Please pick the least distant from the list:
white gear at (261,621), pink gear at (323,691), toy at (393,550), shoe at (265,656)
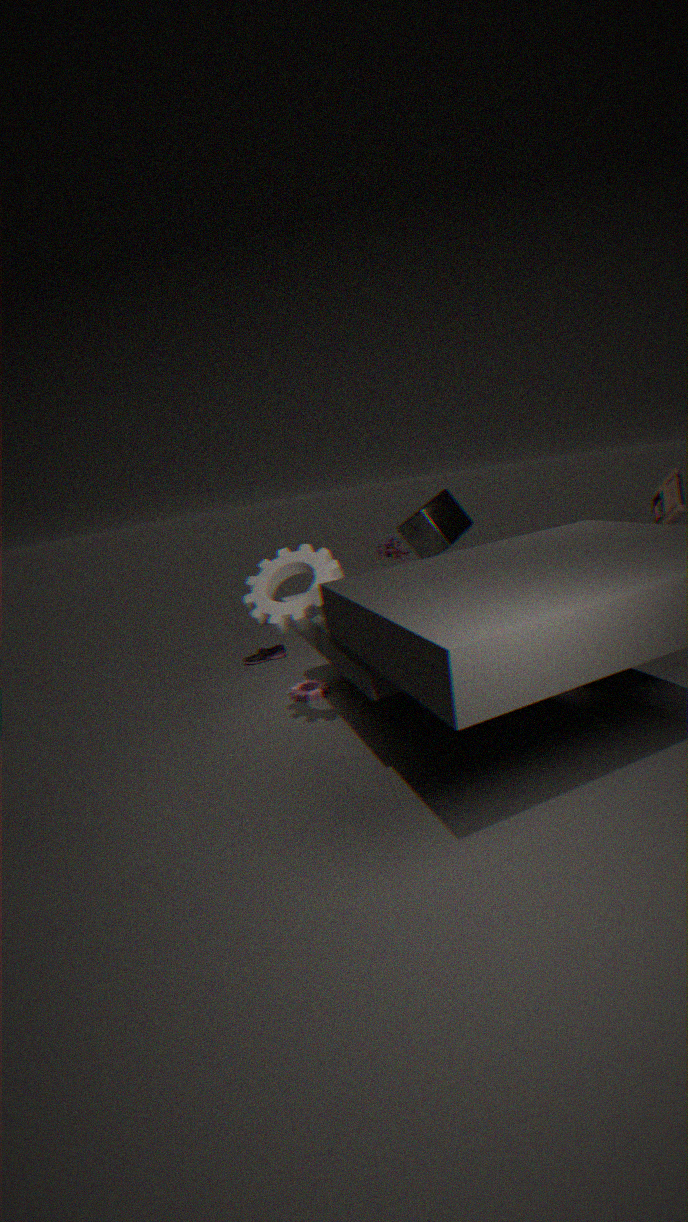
white gear at (261,621)
